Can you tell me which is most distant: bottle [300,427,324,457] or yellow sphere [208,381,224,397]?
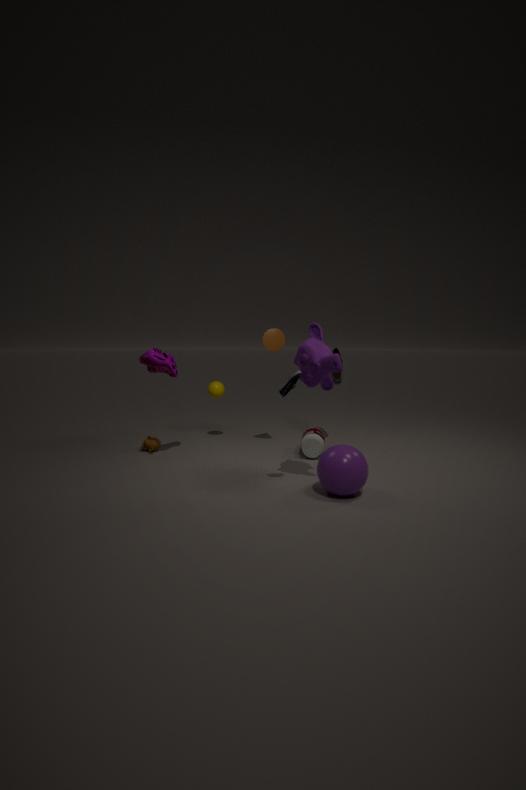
yellow sphere [208,381,224,397]
